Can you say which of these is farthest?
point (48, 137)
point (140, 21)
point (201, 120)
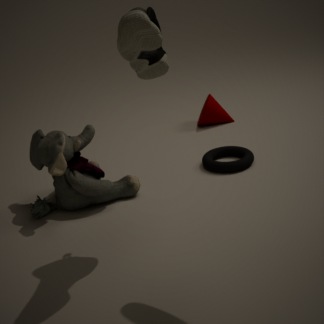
point (201, 120)
